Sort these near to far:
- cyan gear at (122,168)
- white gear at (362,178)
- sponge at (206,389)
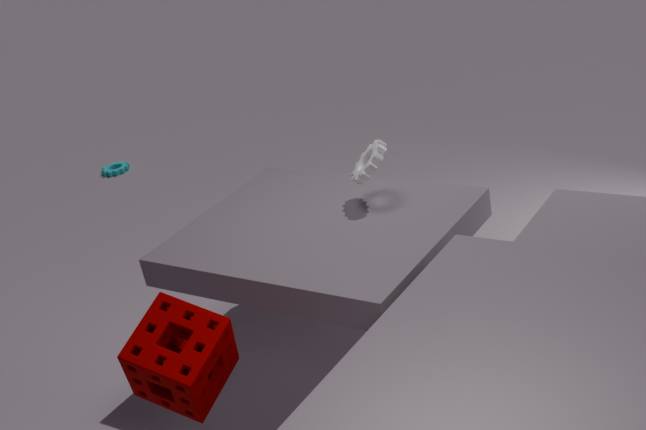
sponge at (206,389), white gear at (362,178), cyan gear at (122,168)
